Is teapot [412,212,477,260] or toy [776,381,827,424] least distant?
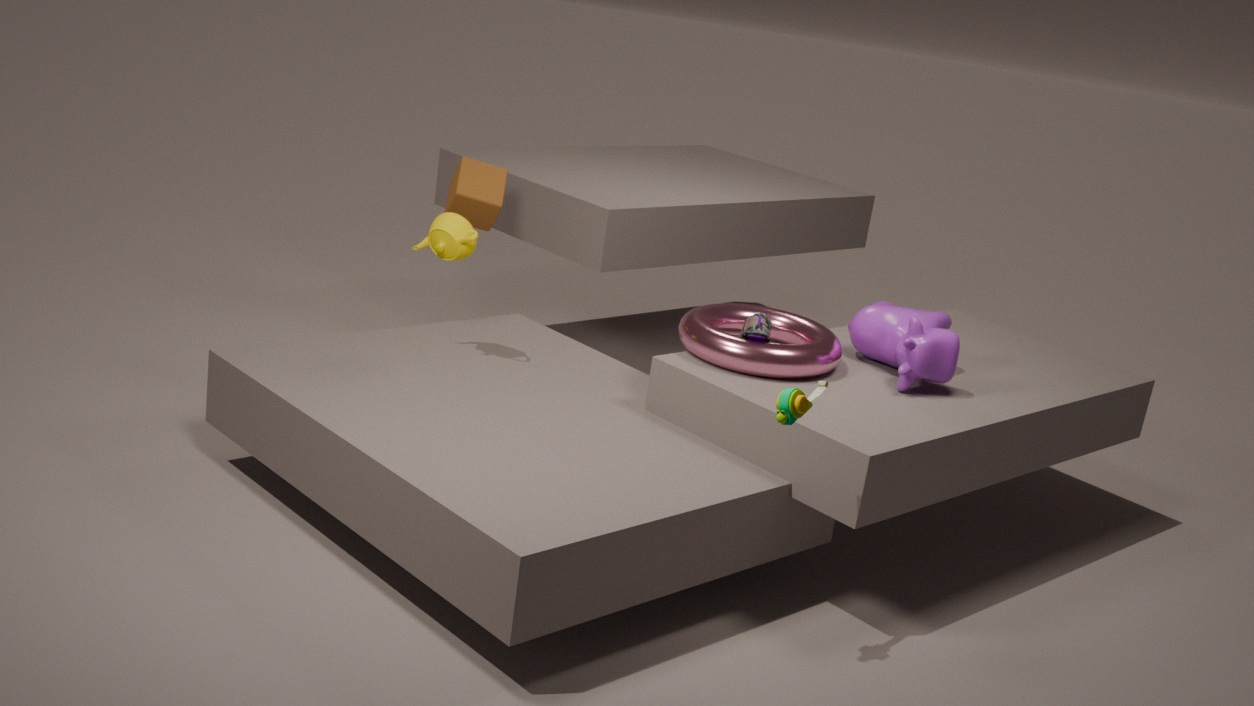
toy [776,381,827,424]
